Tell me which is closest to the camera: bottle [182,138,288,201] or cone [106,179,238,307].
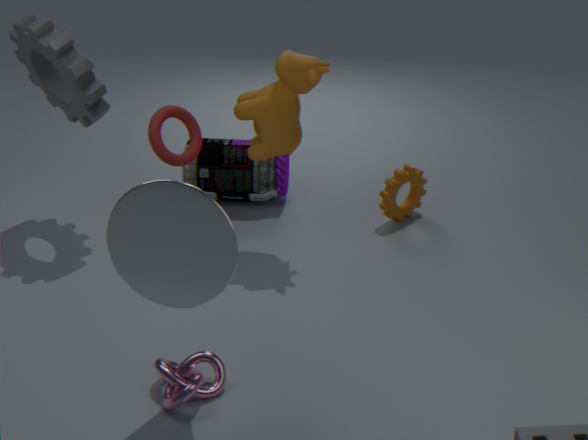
cone [106,179,238,307]
